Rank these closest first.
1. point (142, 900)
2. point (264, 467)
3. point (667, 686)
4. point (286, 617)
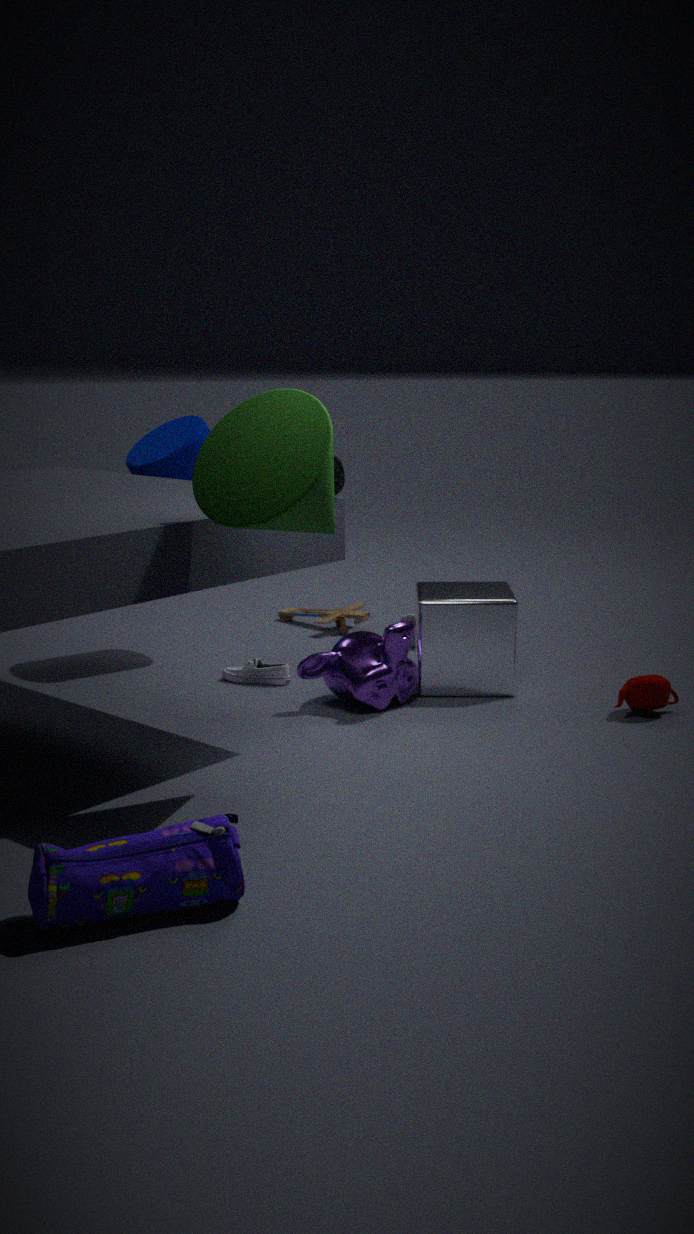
1. point (142, 900)
2. point (264, 467)
3. point (667, 686)
4. point (286, 617)
